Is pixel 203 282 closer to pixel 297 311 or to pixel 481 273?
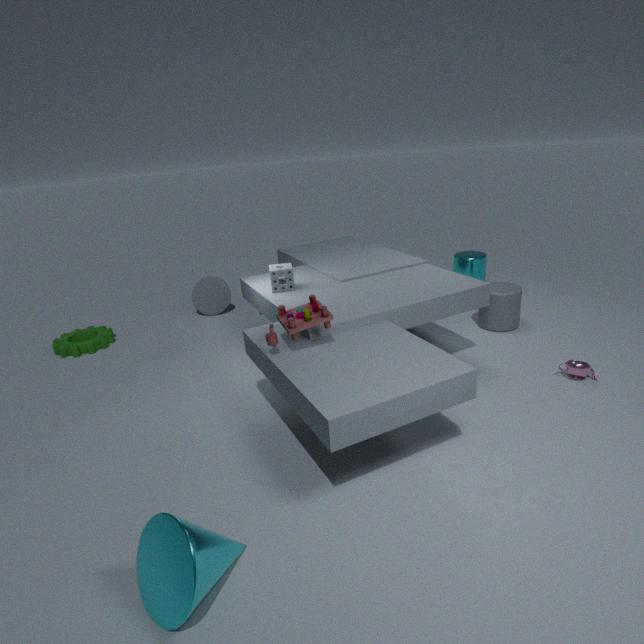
pixel 297 311
